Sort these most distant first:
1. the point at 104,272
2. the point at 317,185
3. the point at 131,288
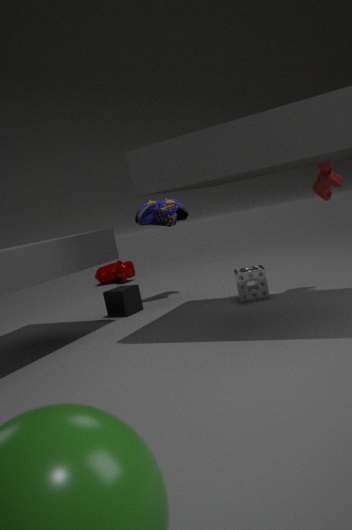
1. the point at 104,272
2. the point at 131,288
3. the point at 317,185
